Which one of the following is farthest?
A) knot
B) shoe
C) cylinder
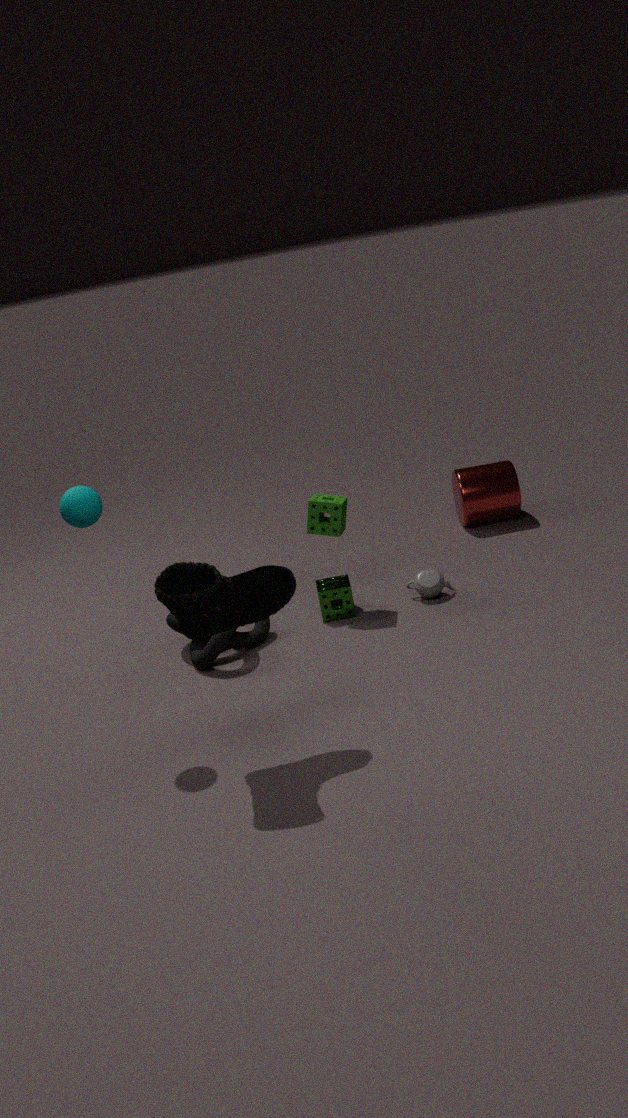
cylinder
